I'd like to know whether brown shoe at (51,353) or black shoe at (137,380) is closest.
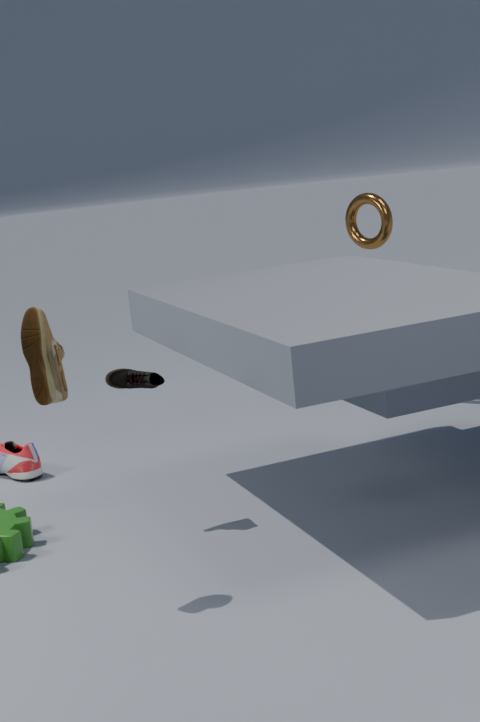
brown shoe at (51,353)
